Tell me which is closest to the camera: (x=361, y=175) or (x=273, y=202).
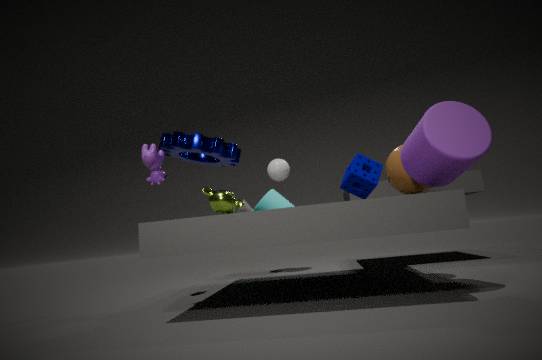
(x=361, y=175)
